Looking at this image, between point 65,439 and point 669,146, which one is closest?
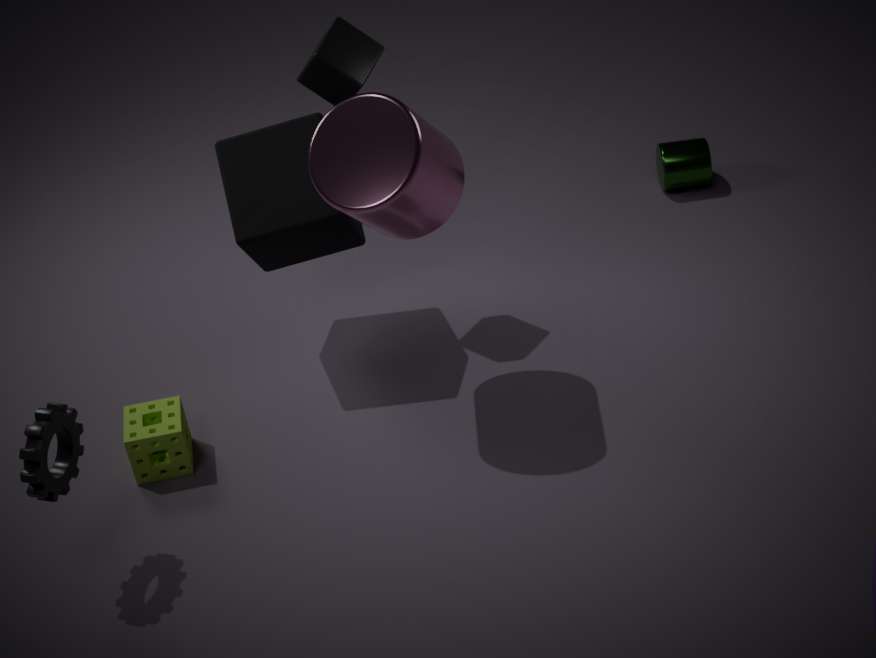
point 65,439
